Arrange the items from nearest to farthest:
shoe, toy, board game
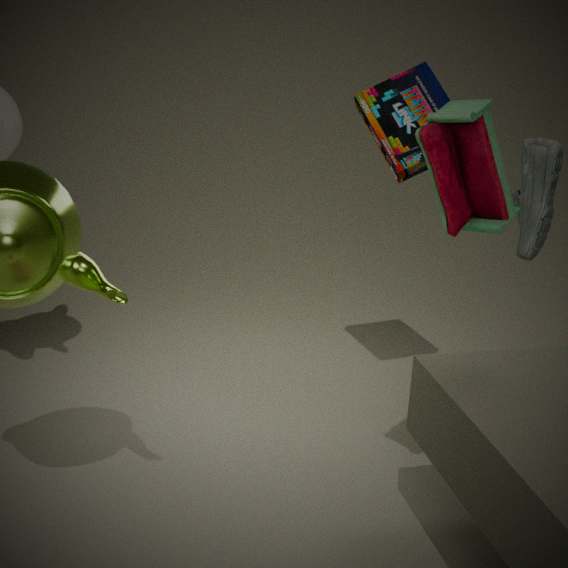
toy
shoe
board game
